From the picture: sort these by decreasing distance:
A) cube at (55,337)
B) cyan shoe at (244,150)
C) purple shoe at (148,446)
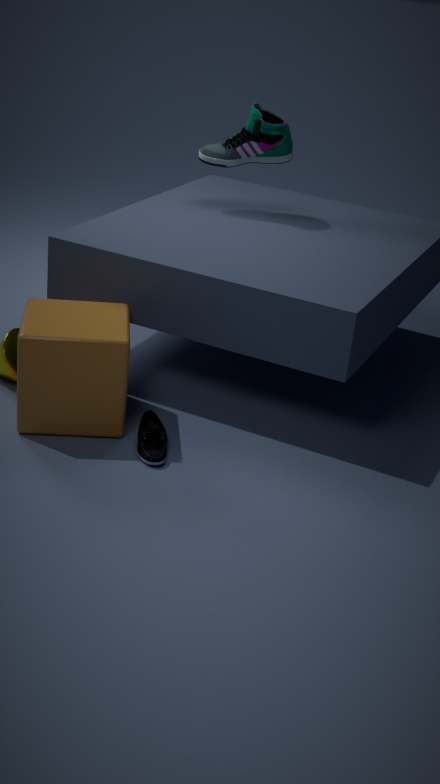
cyan shoe at (244,150) < purple shoe at (148,446) < cube at (55,337)
